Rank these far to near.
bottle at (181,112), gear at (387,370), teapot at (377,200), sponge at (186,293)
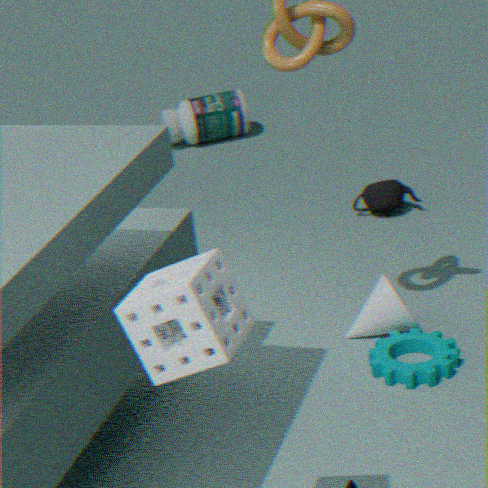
bottle at (181,112)
teapot at (377,200)
gear at (387,370)
sponge at (186,293)
